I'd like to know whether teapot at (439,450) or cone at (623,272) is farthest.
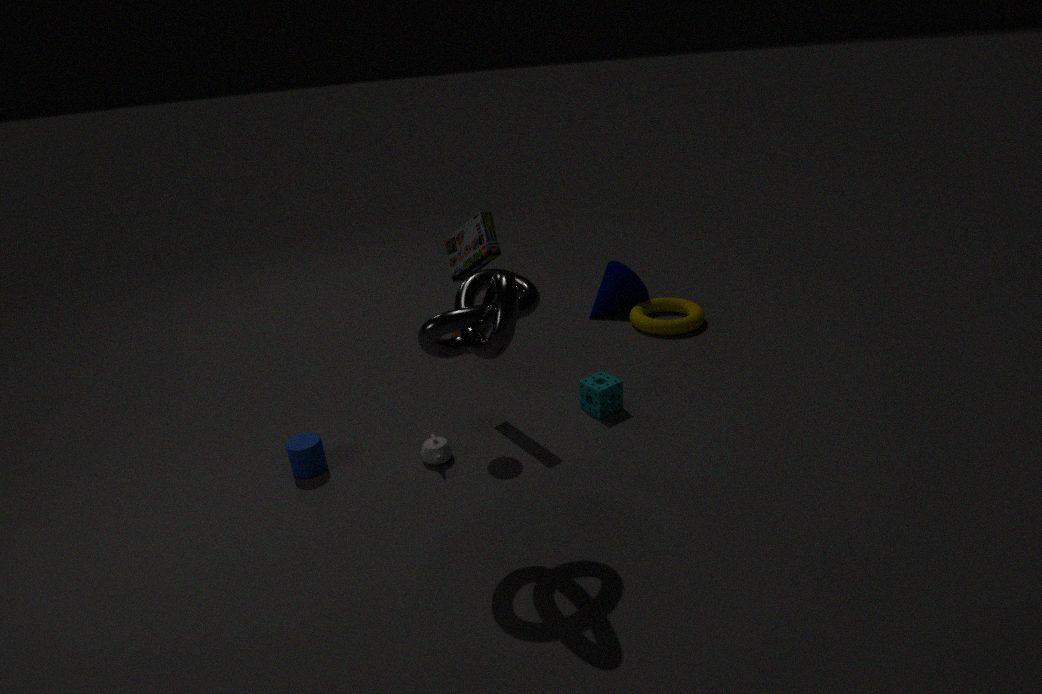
cone at (623,272)
